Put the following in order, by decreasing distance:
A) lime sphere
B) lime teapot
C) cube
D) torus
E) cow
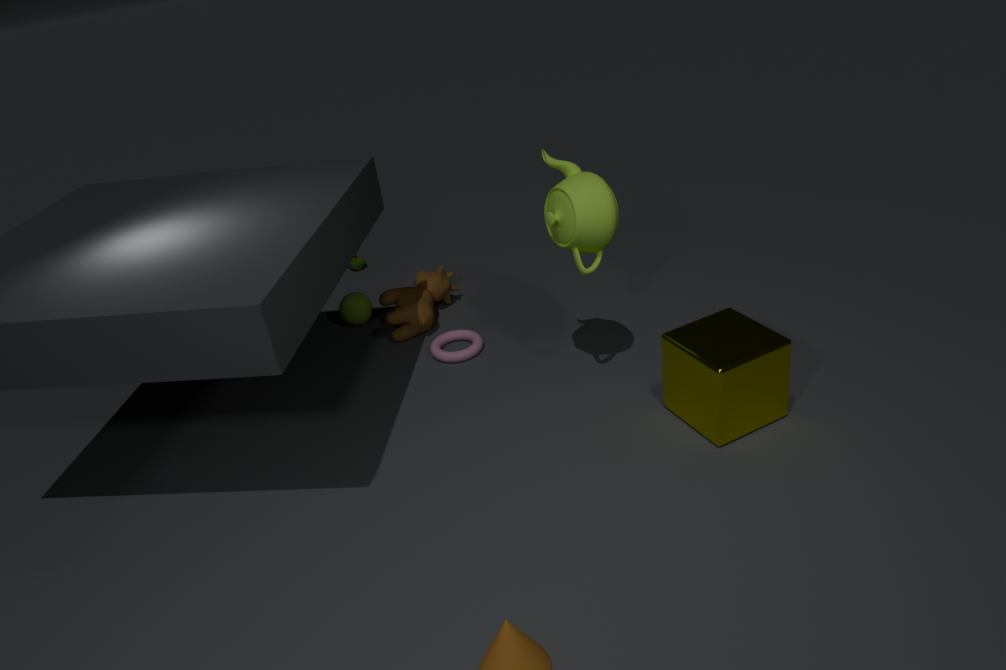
1. A. lime sphere
2. E. cow
3. D. torus
4. B. lime teapot
5. C. cube
